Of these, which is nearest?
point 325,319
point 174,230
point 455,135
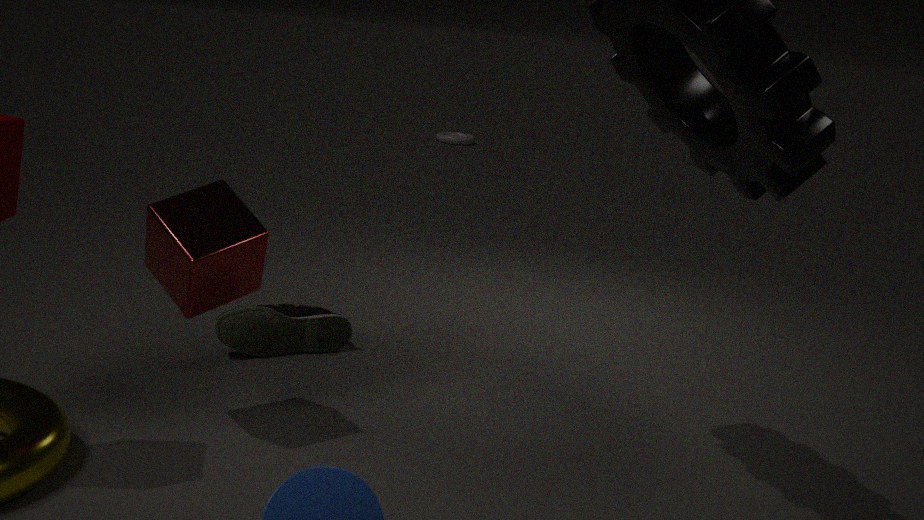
point 174,230
